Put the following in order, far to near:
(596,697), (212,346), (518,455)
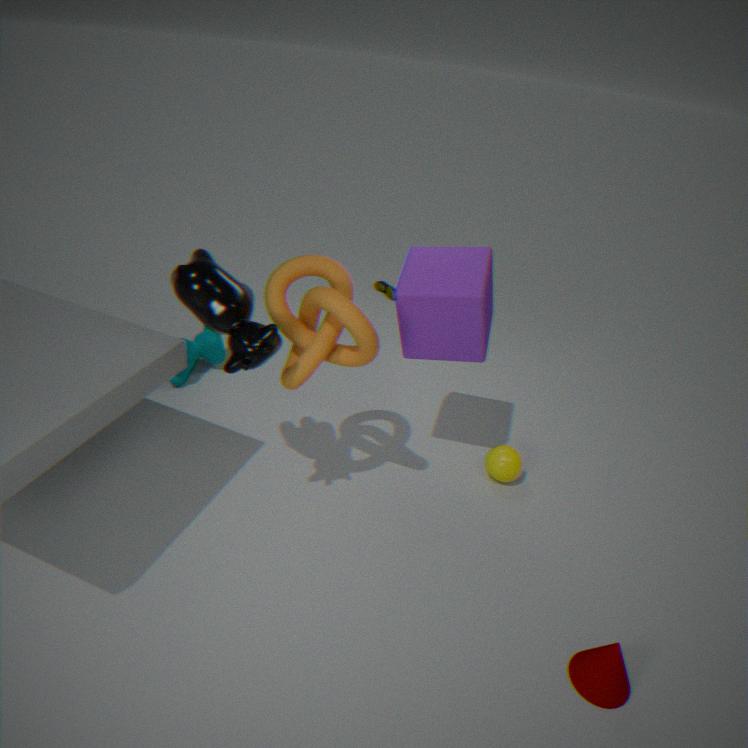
(212,346)
(518,455)
(596,697)
